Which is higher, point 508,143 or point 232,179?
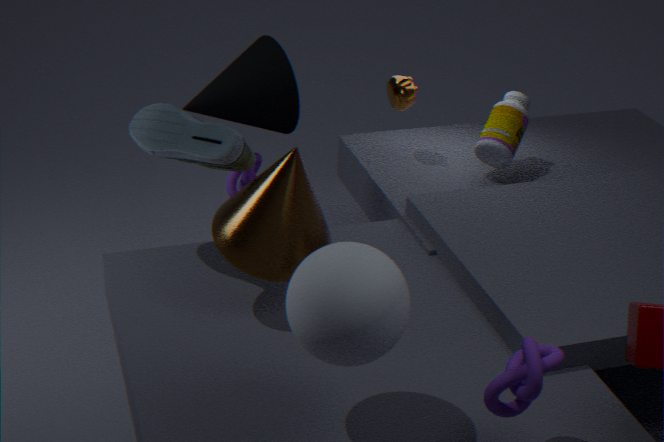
point 508,143
